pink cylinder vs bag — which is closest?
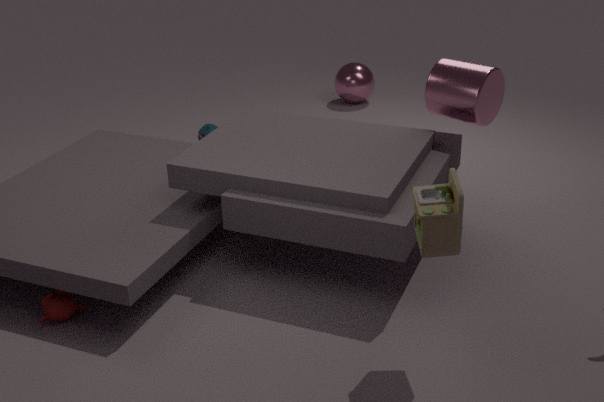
pink cylinder
